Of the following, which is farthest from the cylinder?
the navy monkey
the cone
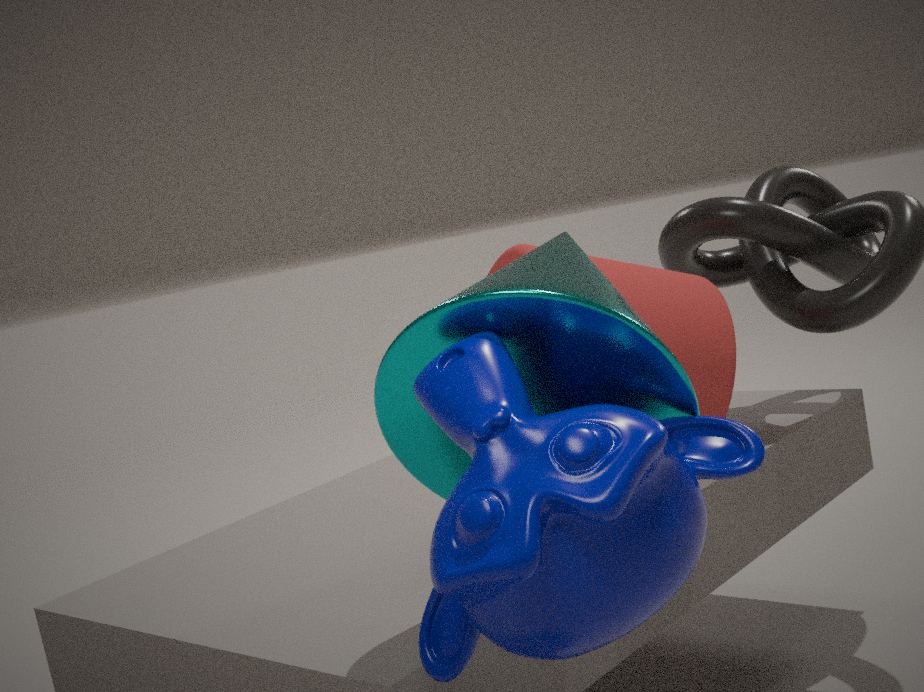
the navy monkey
